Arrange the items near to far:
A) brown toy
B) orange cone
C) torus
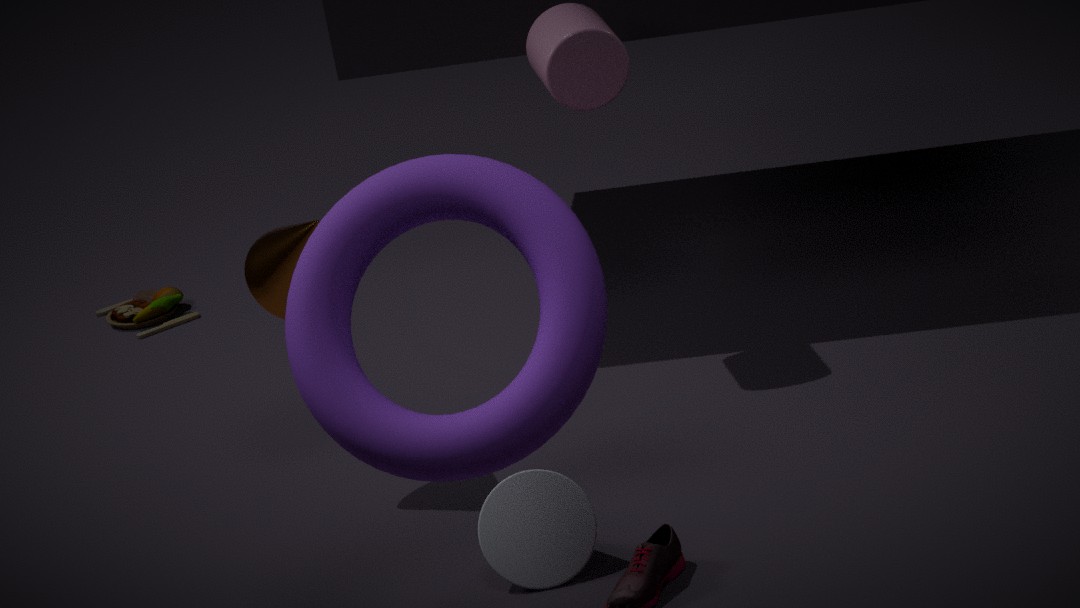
torus
orange cone
brown toy
